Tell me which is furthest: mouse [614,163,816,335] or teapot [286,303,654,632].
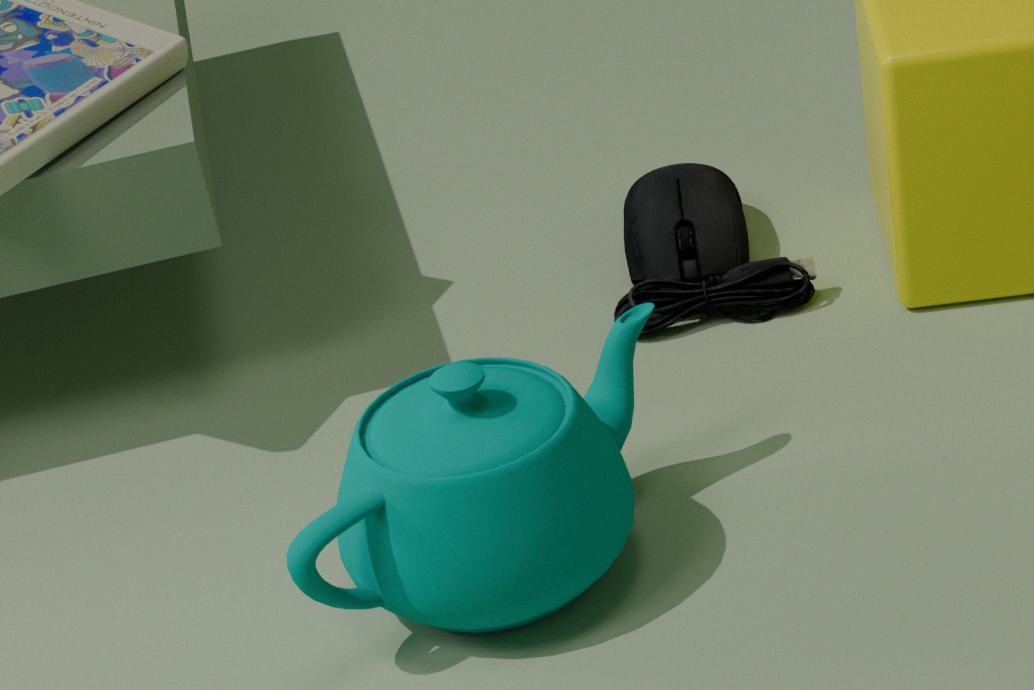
mouse [614,163,816,335]
